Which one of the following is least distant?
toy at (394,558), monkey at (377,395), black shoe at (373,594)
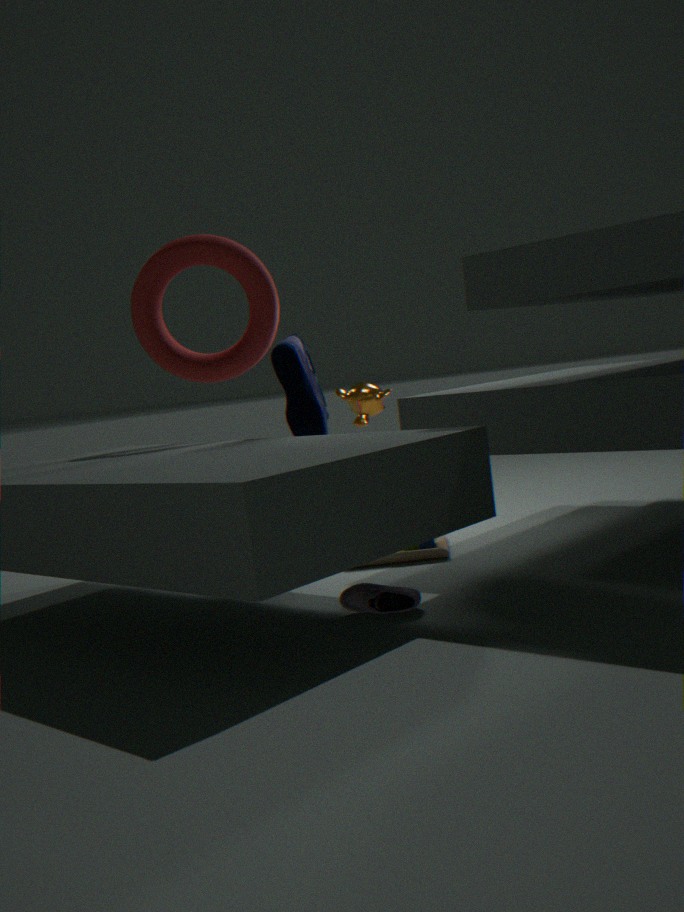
black shoe at (373,594)
